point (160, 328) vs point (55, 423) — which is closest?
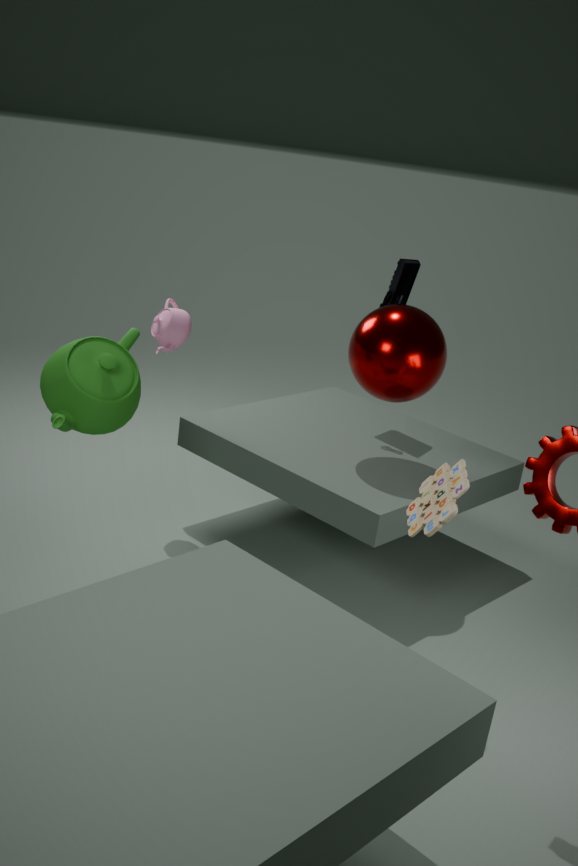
point (55, 423)
